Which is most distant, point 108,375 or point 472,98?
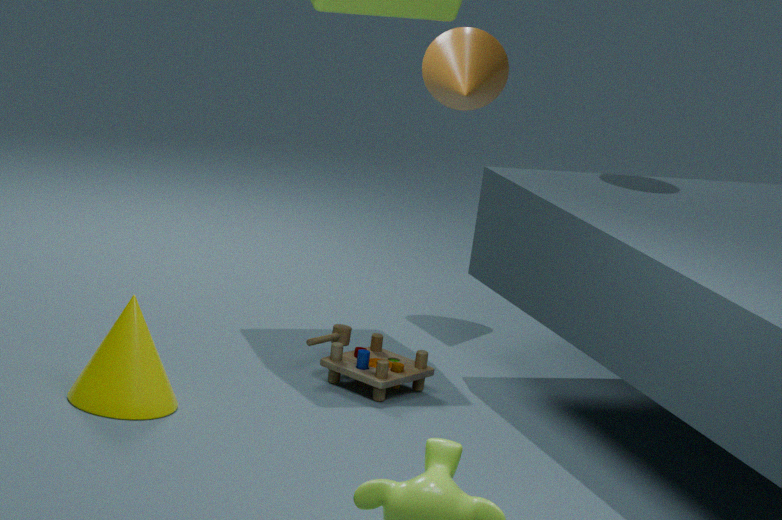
point 472,98
